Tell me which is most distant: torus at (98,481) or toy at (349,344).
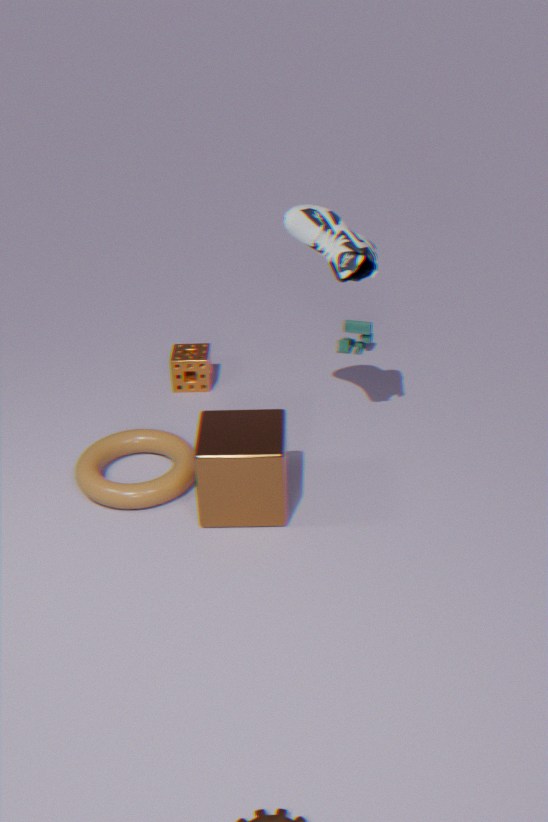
toy at (349,344)
